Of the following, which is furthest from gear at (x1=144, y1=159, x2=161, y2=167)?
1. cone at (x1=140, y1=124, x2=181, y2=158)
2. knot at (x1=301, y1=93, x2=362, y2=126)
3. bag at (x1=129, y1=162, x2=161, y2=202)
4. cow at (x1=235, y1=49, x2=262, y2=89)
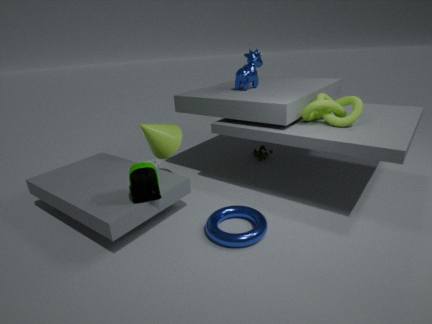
knot at (x1=301, y1=93, x2=362, y2=126)
